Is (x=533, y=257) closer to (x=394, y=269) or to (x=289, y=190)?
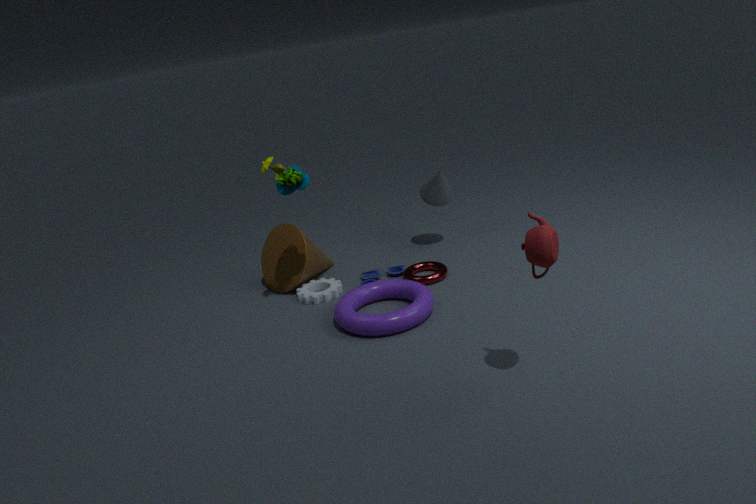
(x=289, y=190)
